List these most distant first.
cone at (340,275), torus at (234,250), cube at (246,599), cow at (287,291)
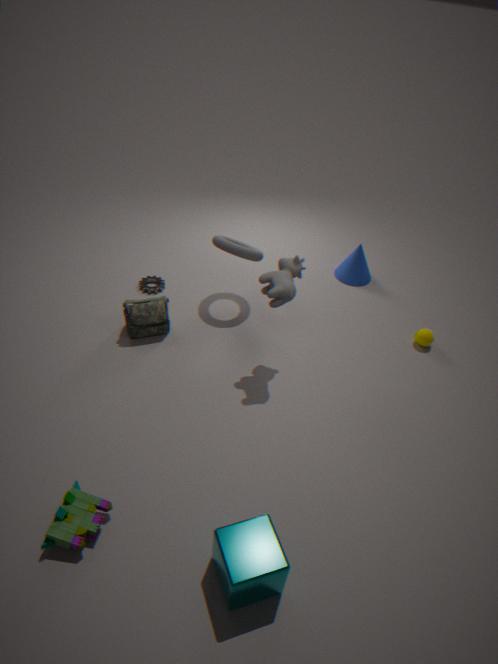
cone at (340,275)
torus at (234,250)
cow at (287,291)
cube at (246,599)
